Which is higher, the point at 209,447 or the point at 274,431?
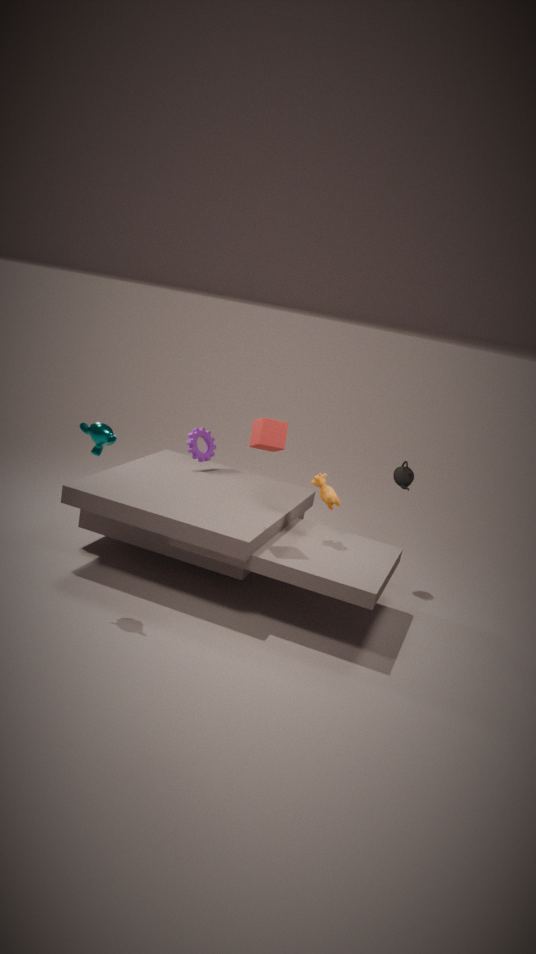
the point at 274,431
